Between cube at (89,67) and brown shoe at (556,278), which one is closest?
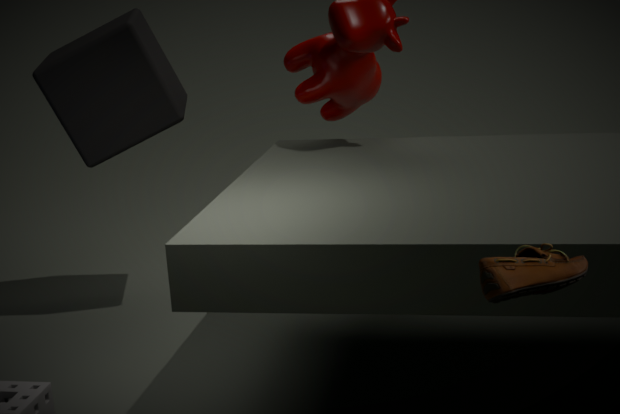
brown shoe at (556,278)
